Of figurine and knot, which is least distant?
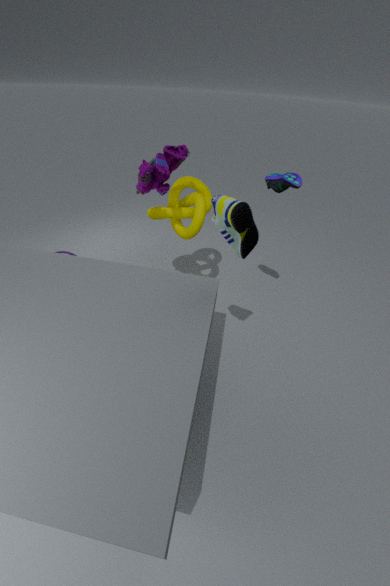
figurine
